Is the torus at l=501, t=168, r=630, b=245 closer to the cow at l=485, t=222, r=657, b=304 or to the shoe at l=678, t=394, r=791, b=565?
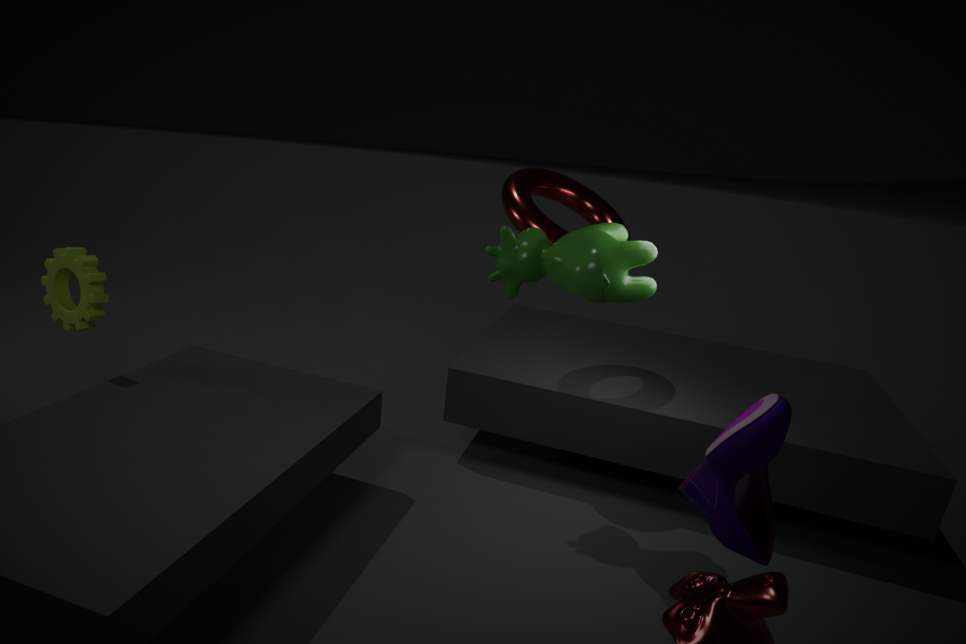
the cow at l=485, t=222, r=657, b=304
